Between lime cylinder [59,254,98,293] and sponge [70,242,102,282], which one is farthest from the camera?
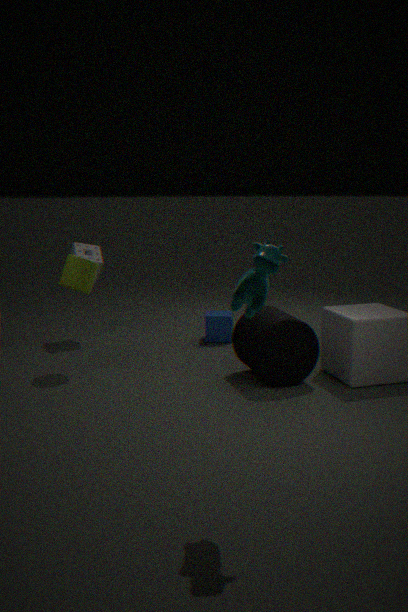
sponge [70,242,102,282]
